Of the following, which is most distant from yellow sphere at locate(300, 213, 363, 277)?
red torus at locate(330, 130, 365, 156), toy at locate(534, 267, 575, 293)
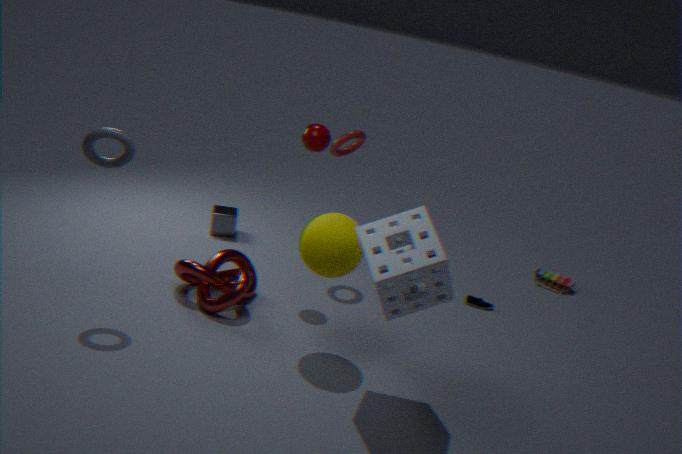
toy at locate(534, 267, 575, 293)
